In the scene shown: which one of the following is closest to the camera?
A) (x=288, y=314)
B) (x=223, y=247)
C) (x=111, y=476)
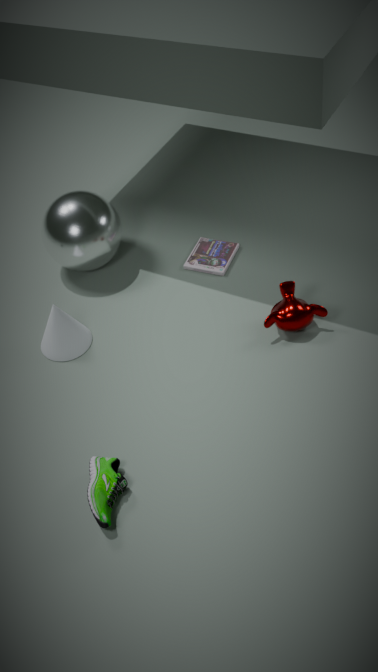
(x=111, y=476)
